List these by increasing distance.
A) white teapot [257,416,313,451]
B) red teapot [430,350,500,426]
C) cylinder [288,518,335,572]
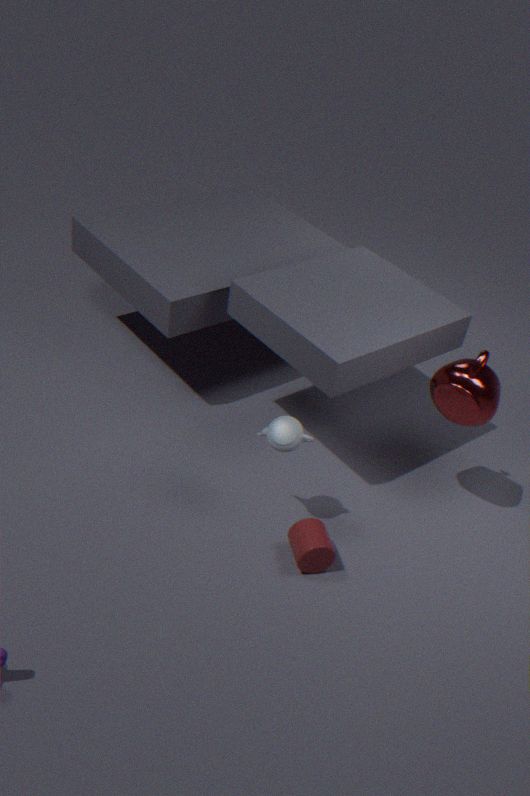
white teapot [257,416,313,451]
cylinder [288,518,335,572]
red teapot [430,350,500,426]
